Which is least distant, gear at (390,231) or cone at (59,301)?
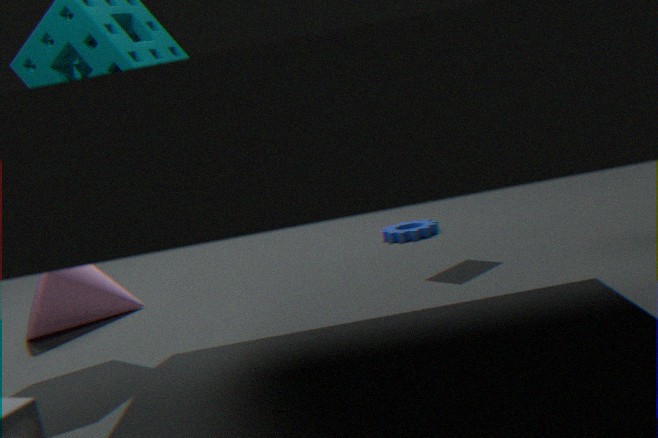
cone at (59,301)
